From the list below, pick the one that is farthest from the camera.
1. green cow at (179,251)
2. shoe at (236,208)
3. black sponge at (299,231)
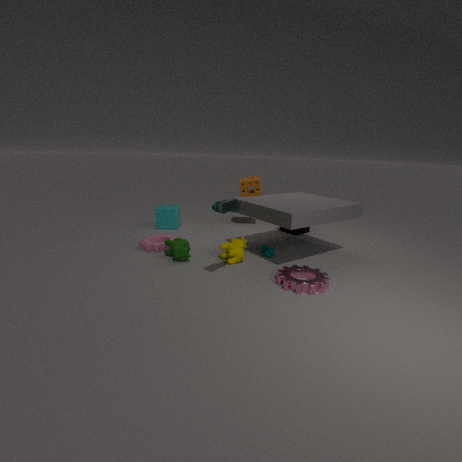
black sponge at (299,231)
